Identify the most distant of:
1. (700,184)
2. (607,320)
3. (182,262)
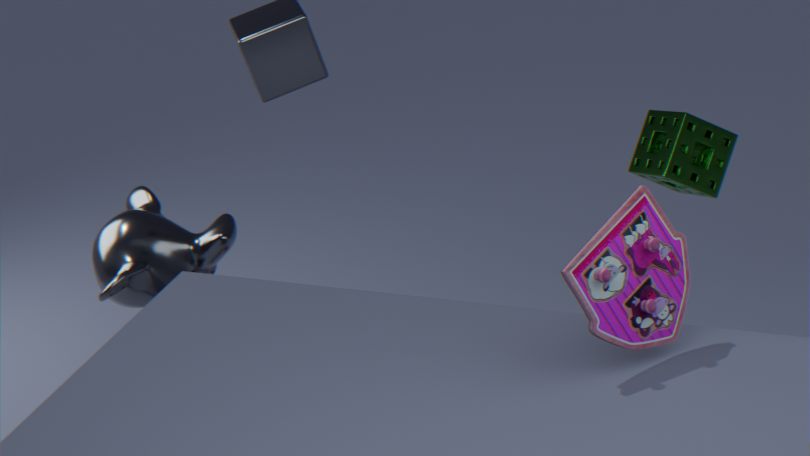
(182,262)
